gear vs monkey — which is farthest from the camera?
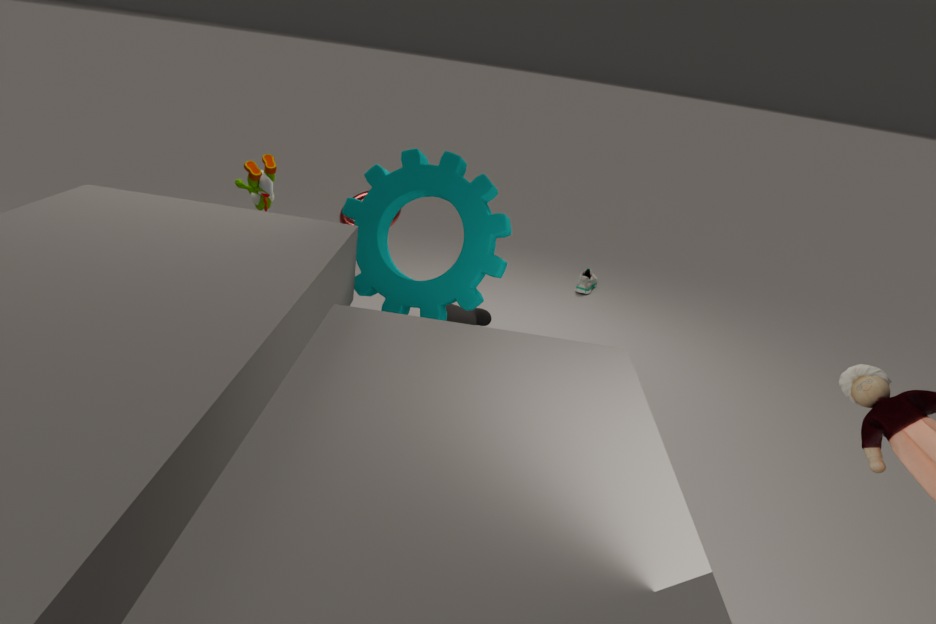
monkey
